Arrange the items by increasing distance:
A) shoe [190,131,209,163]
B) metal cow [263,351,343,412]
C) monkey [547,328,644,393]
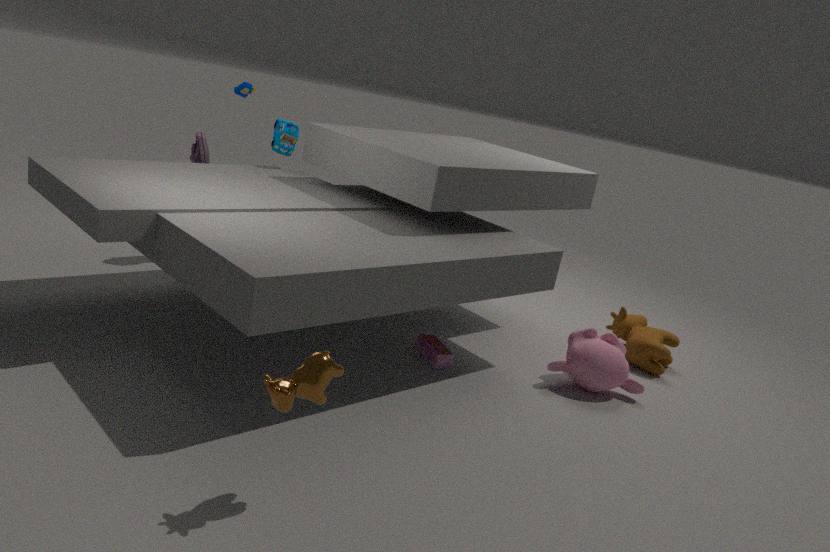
metal cow [263,351,343,412]
monkey [547,328,644,393]
shoe [190,131,209,163]
